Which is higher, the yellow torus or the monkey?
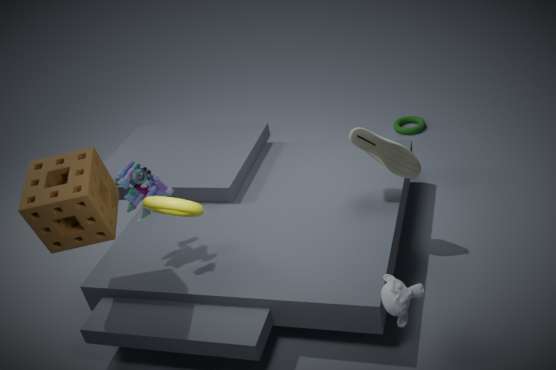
the yellow torus
